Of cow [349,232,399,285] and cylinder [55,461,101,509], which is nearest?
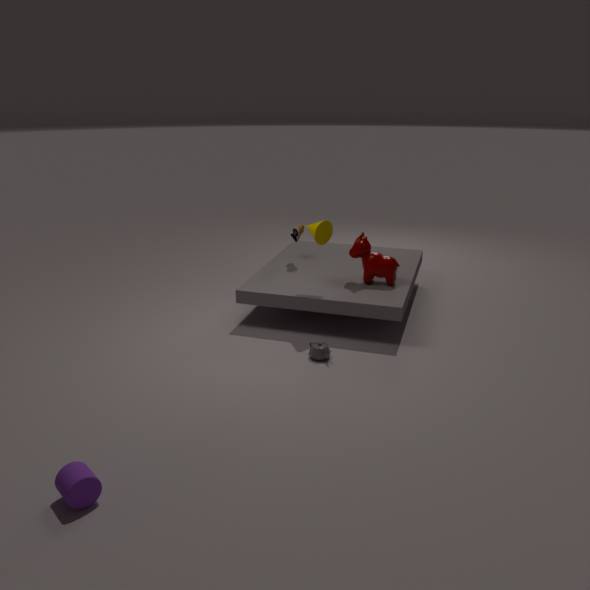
cylinder [55,461,101,509]
